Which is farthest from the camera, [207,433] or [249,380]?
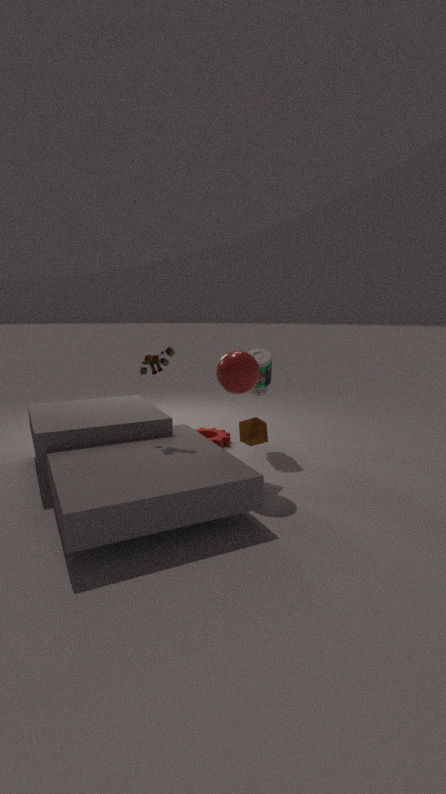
[207,433]
